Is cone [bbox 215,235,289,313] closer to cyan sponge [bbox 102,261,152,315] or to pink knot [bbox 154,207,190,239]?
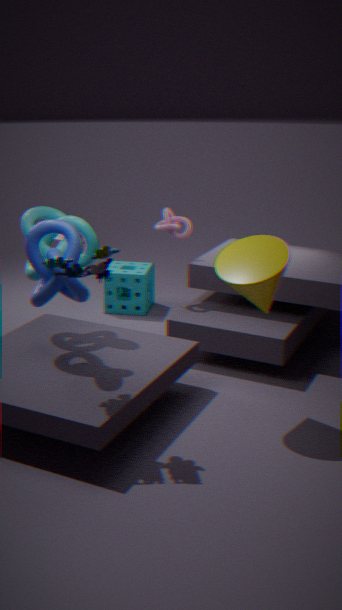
pink knot [bbox 154,207,190,239]
